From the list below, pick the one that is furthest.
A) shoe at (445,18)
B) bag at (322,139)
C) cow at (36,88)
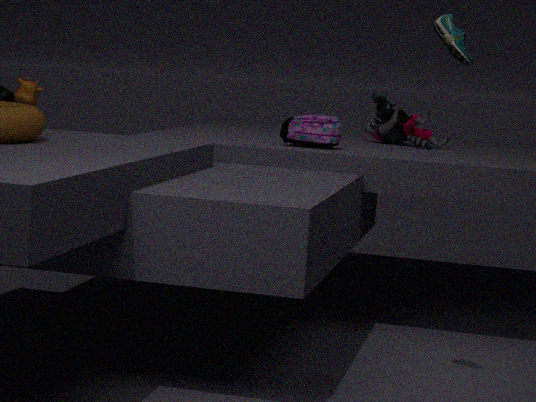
cow at (36,88)
